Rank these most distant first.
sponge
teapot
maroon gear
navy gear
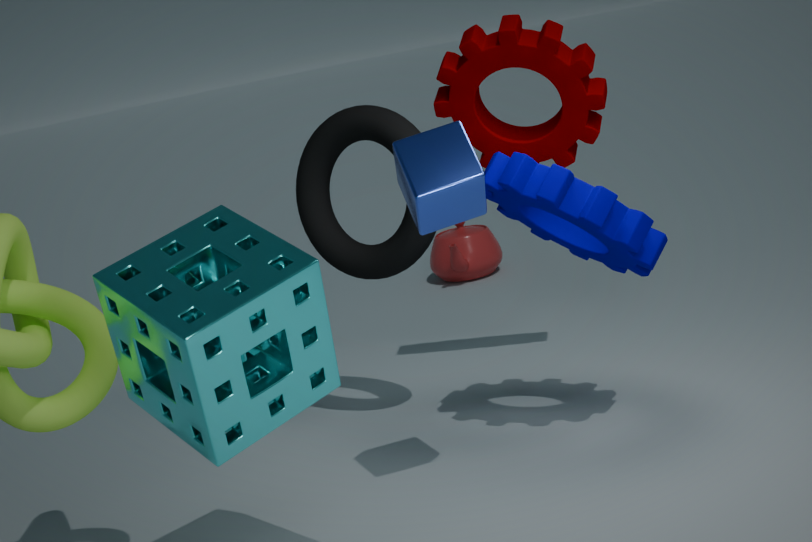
1. teapot
2. maroon gear
3. navy gear
4. sponge
